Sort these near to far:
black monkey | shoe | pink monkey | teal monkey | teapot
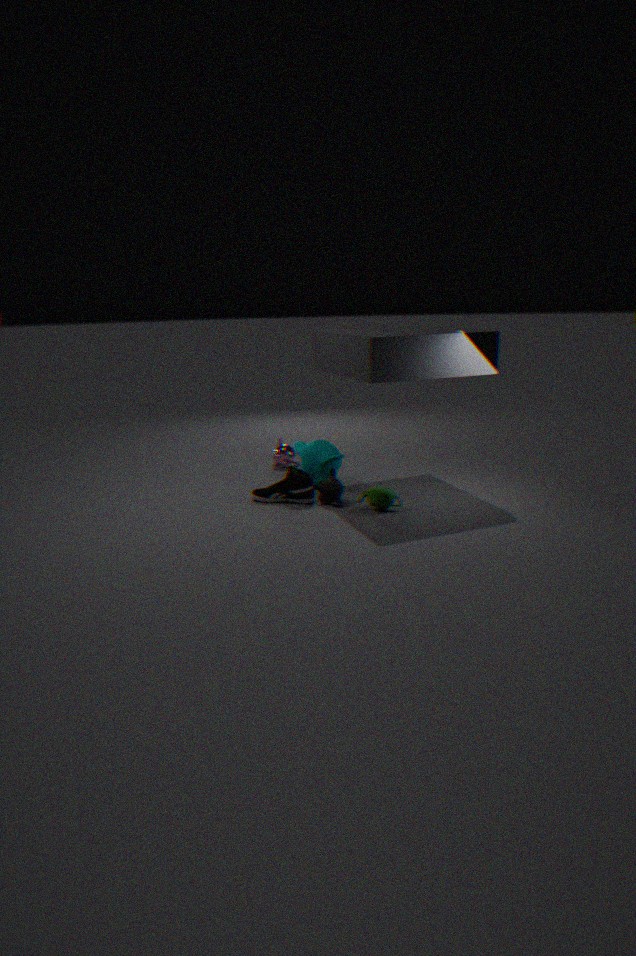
1. teapot
2. black monkey
3. shoe
4. teal monkey
5. pink monkey
